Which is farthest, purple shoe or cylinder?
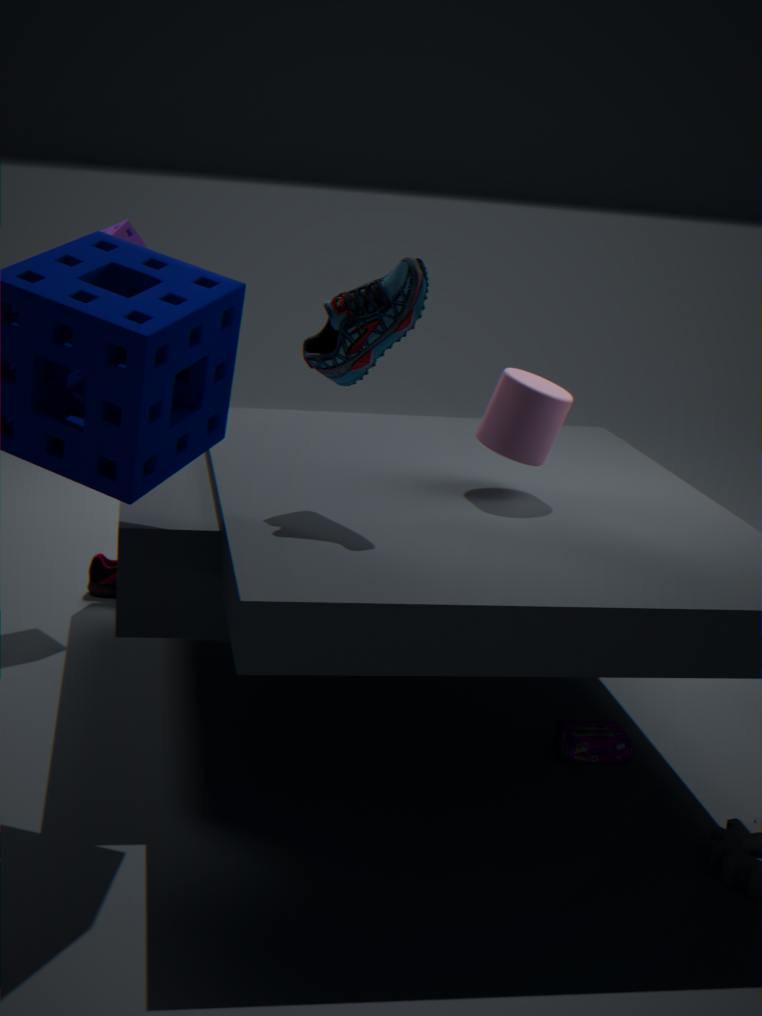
purple shoe
